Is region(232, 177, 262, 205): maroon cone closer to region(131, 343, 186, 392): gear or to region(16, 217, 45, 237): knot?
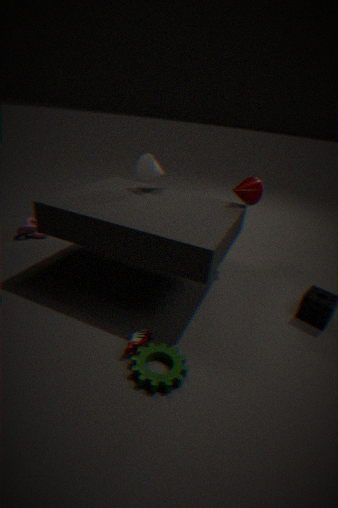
region(131, 343, 186, 392): gear
